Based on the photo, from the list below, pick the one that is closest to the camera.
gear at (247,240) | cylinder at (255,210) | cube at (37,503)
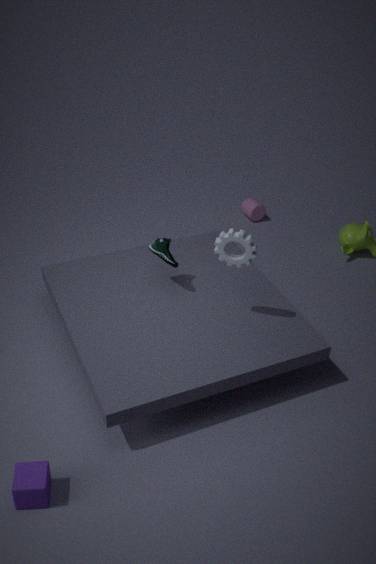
cube at (37,503)
